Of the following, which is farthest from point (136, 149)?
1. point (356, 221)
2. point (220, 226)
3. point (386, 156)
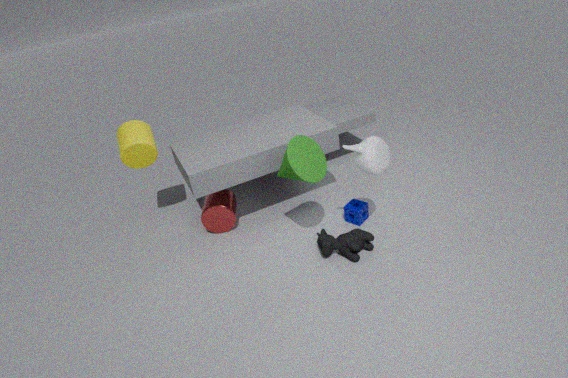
point (386, 156)
